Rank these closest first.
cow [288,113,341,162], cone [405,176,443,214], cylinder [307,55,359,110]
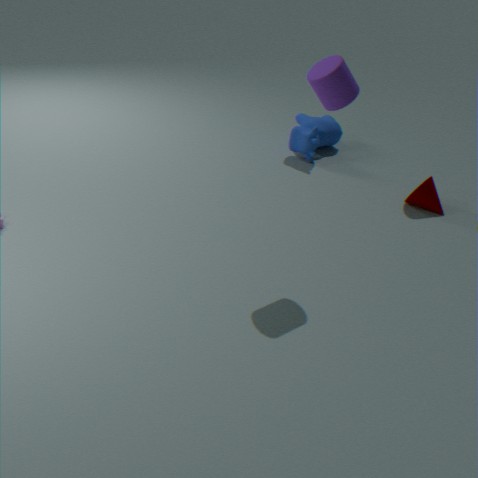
cylinder [307,55,359,110], cone [405,176,443,214], cow [288,113,341,162]
